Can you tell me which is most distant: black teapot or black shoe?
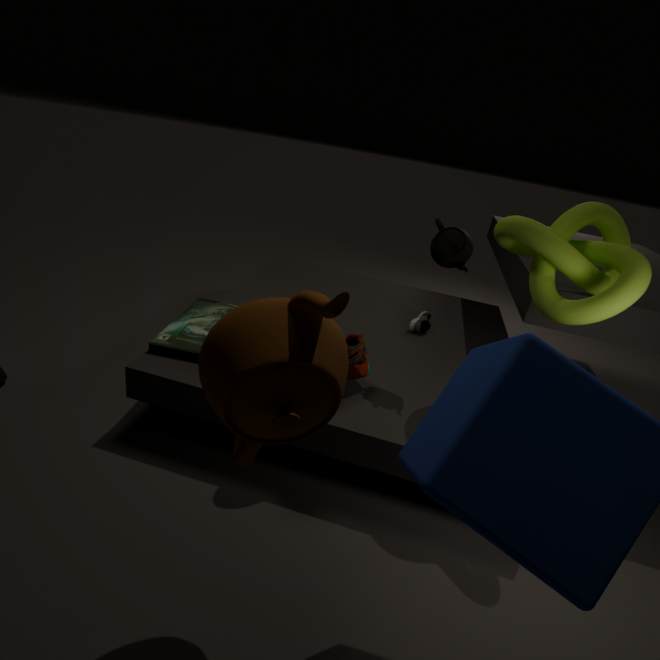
black shoe
